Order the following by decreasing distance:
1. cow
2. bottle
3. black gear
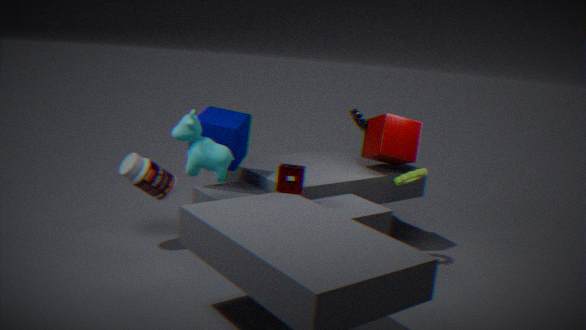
black gear, bottle, cow
